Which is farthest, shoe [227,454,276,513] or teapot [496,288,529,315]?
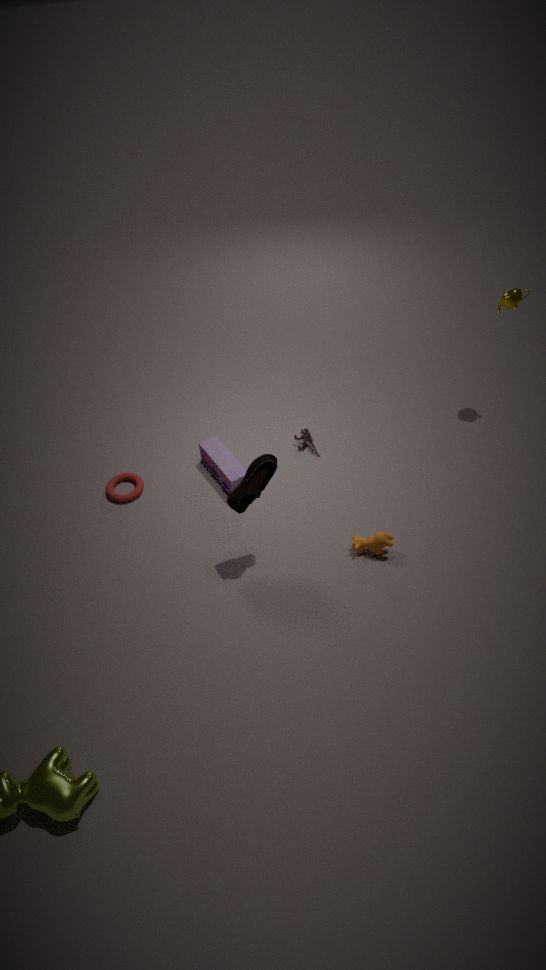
teapot [496,288,529,315]
